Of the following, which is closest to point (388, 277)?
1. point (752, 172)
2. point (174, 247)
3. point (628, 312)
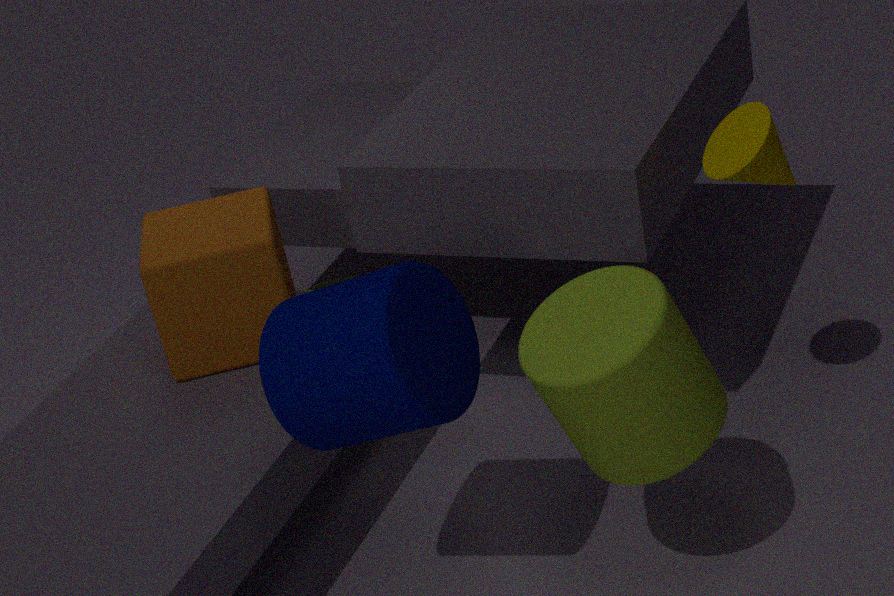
point (628, 312)
